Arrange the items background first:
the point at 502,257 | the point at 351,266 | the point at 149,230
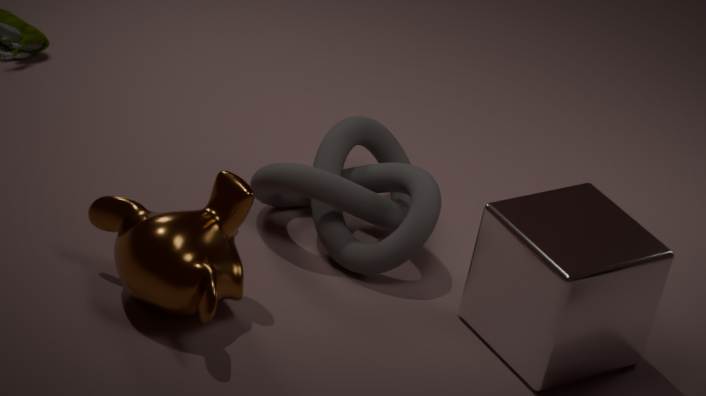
1. the point at 351,266
2. the point at 502,257
3. the point at 149,230
